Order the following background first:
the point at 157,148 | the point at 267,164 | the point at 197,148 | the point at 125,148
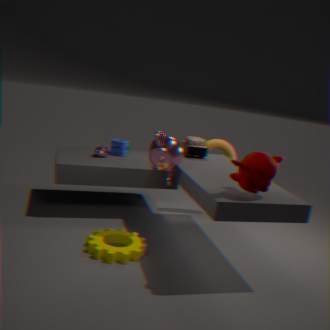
the point at 125,148 → the point at 197,148 → the point at 157,148 → the point at 267,164
